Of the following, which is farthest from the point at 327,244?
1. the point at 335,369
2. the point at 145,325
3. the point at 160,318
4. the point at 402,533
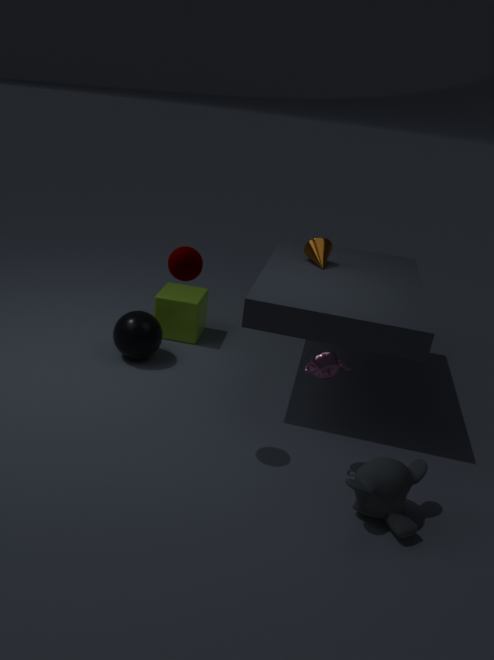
the point at 402,533
